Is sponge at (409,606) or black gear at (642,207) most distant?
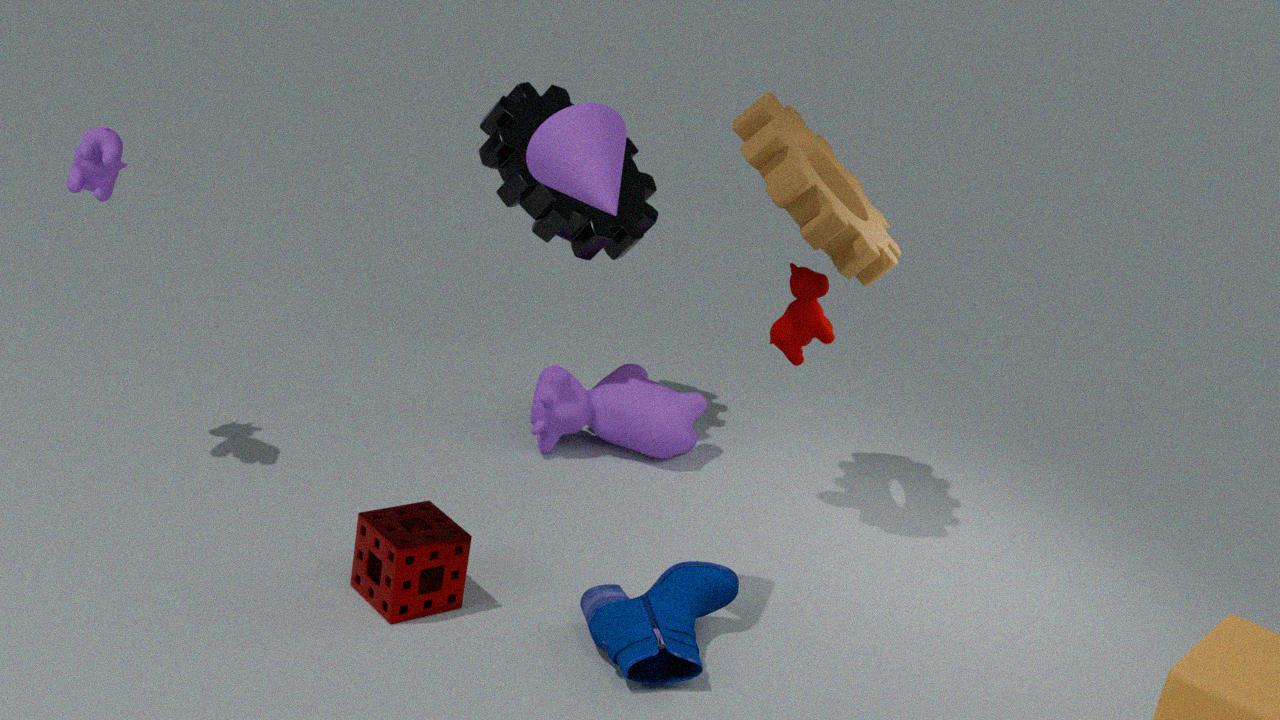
black gear at (642,207)
